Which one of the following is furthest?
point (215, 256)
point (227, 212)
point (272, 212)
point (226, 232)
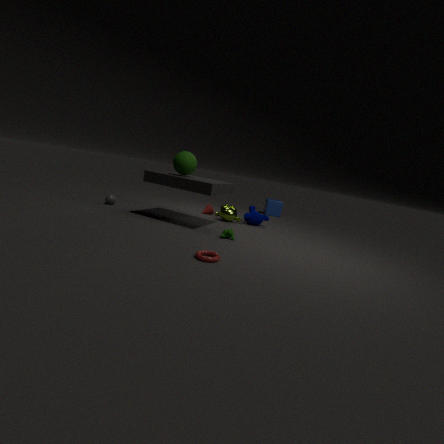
point (272, 212)
